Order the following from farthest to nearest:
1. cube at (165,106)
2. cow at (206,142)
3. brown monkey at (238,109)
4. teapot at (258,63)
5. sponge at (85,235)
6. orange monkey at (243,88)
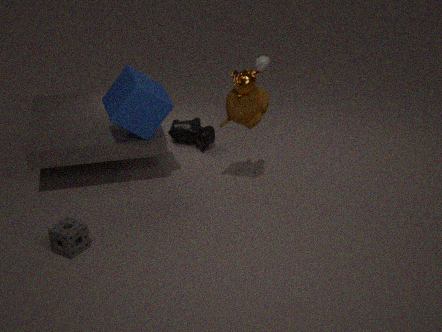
1. teapot at (258,63)
2. cow at (206,142)
3. cube at (165,106)
4. brown monkey at (238,109)
5. orange monkey at (243,88)
6. sponge at (85,235)
